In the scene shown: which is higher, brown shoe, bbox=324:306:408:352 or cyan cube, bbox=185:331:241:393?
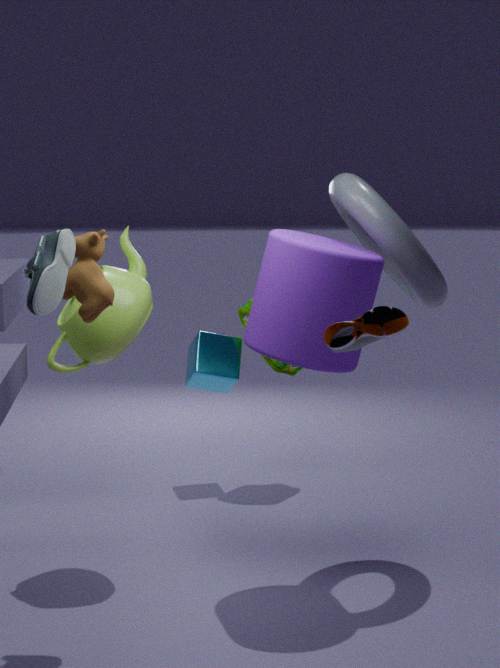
brown shoe, bbox=324:306:408:352
